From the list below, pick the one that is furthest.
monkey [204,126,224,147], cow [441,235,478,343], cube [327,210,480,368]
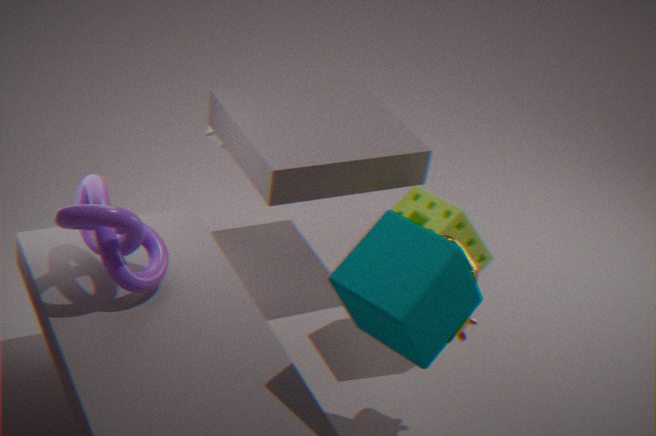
monkey [204,126,224,147]
